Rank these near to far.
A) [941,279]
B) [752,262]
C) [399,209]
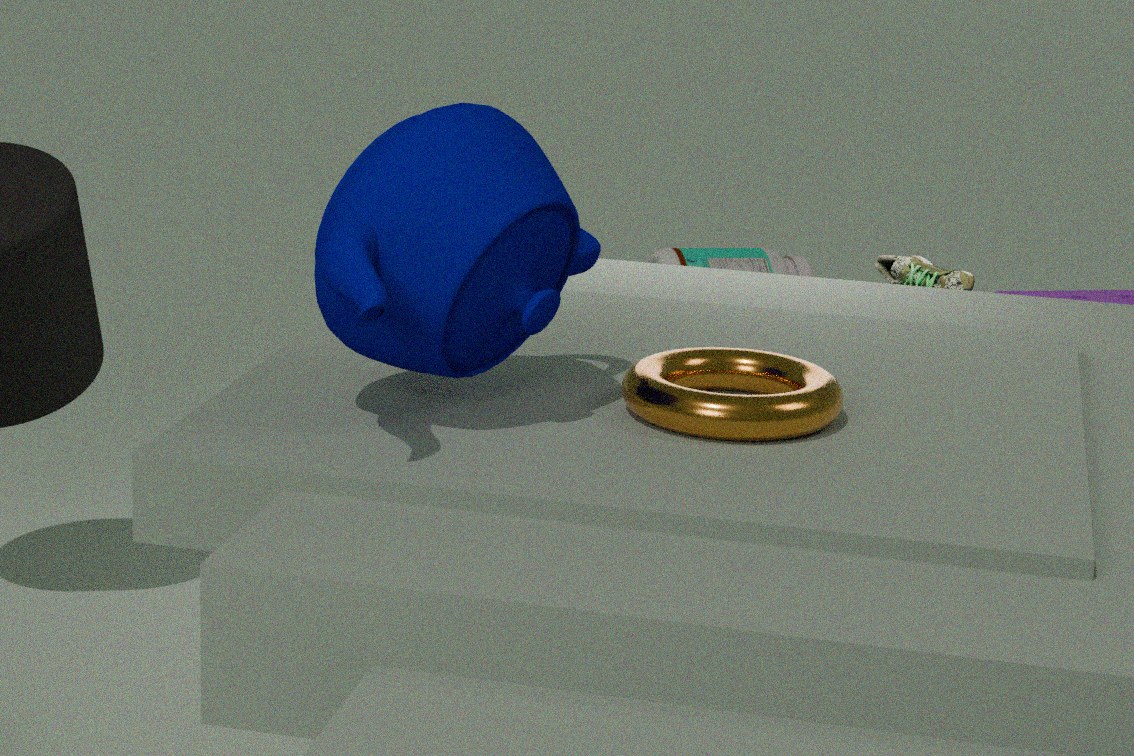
[399,209] → [941,279] → [752,262]
